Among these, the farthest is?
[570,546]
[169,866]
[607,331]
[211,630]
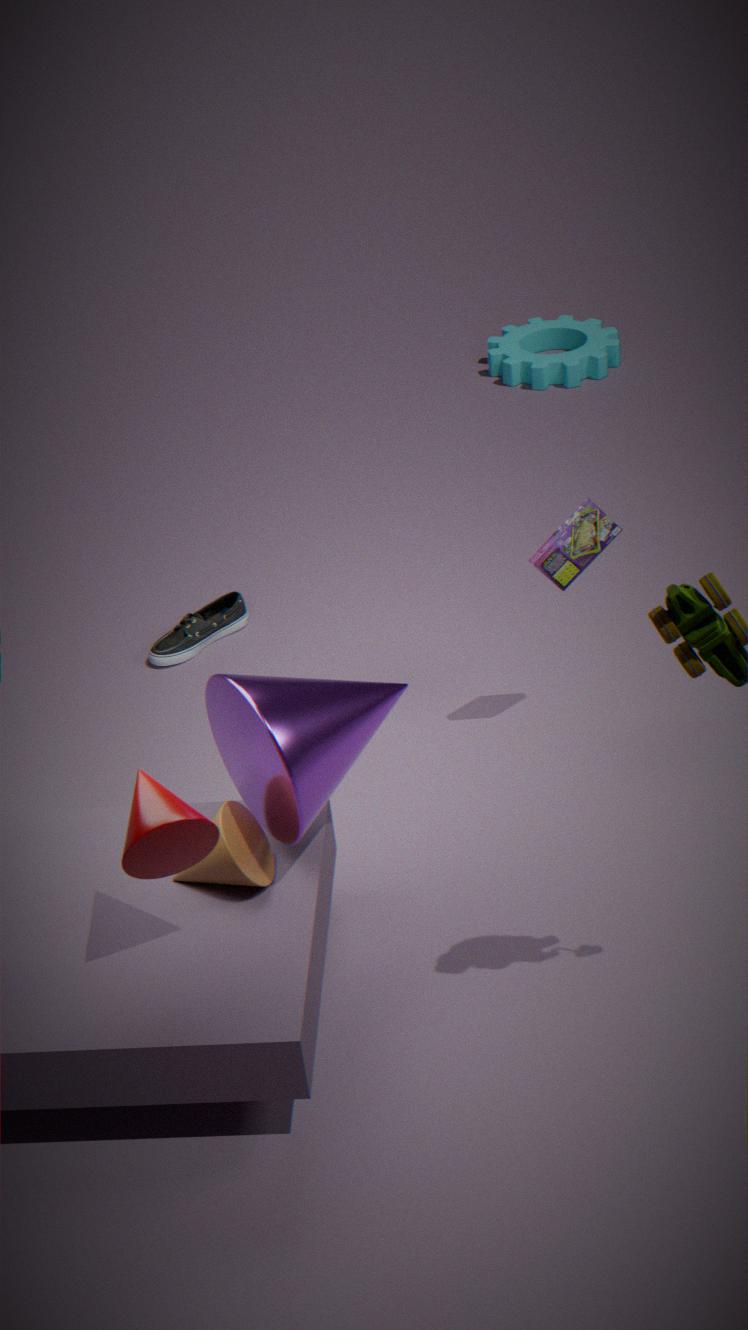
[607,331]
